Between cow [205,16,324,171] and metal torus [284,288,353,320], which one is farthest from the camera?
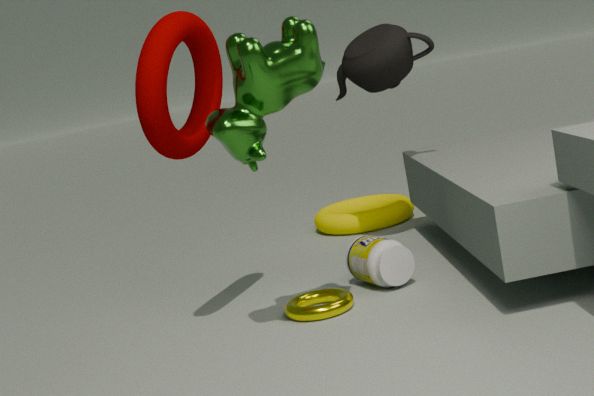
metal torus [284,288,353,320]
